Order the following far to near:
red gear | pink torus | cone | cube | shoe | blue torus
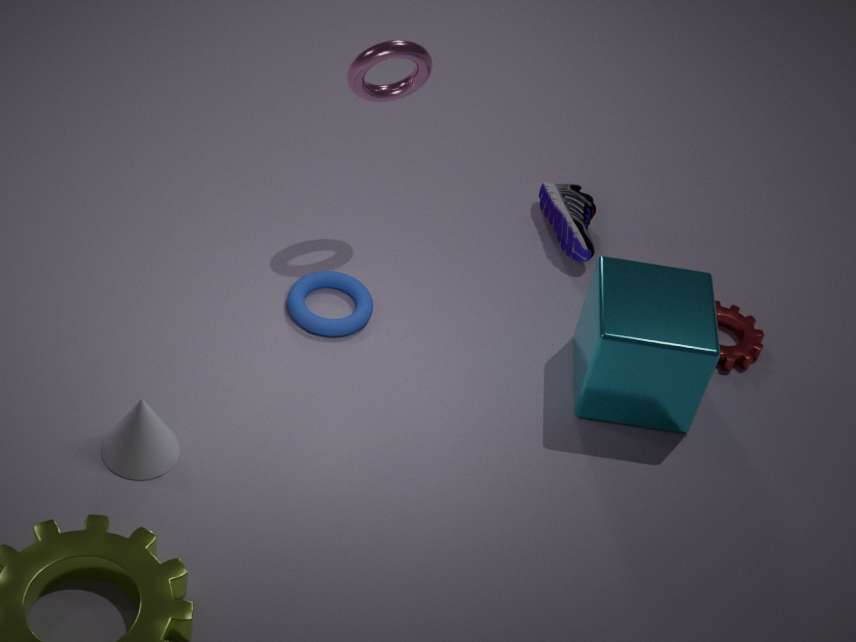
shoe, red gear, blue torus, pink torus, cube, cone
